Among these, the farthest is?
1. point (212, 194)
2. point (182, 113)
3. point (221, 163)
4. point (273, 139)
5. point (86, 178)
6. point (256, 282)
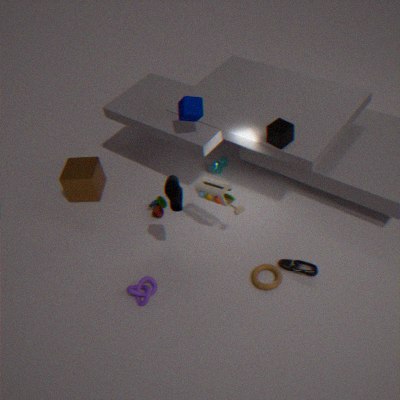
point (221, 163)
